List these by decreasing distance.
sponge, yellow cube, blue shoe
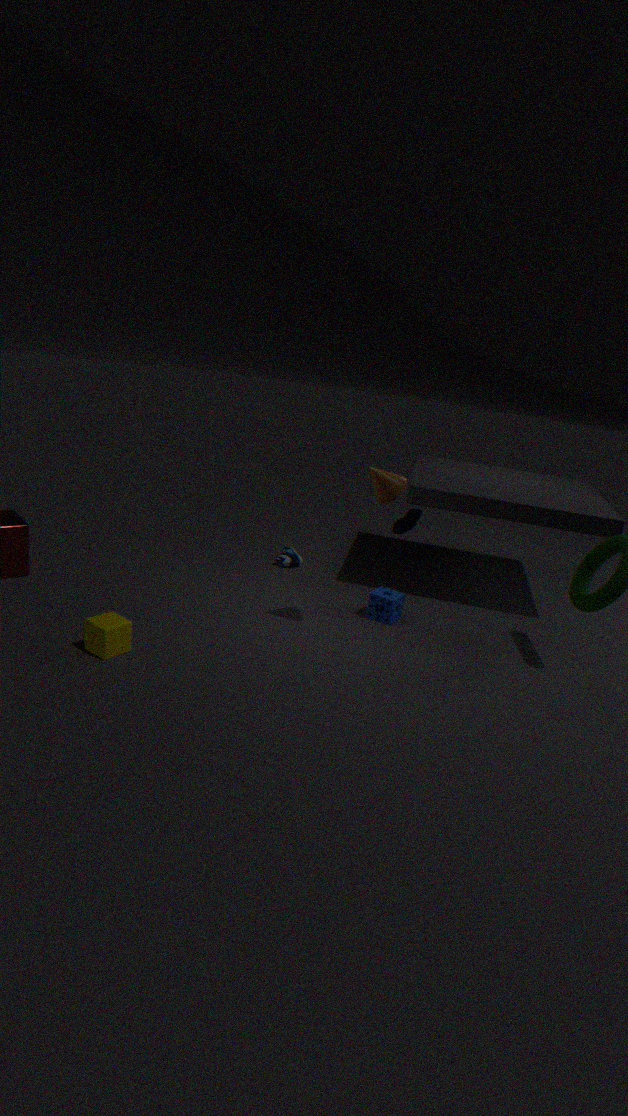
blue shoe < sponge < yellow cube
